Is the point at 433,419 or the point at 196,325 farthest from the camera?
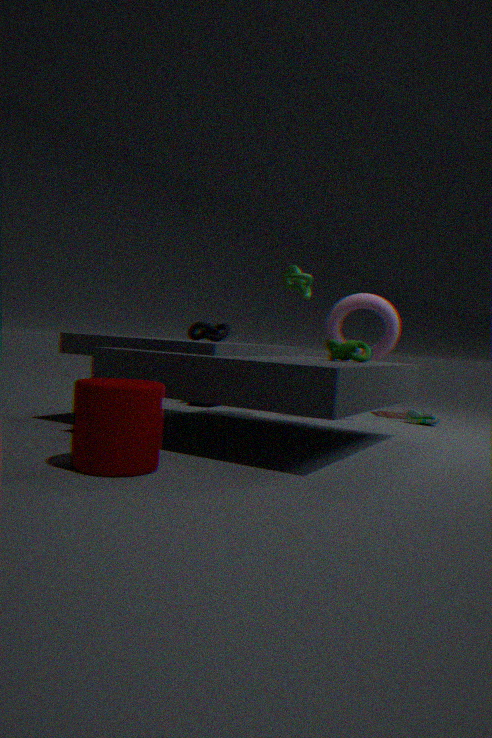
the point at 433,419
